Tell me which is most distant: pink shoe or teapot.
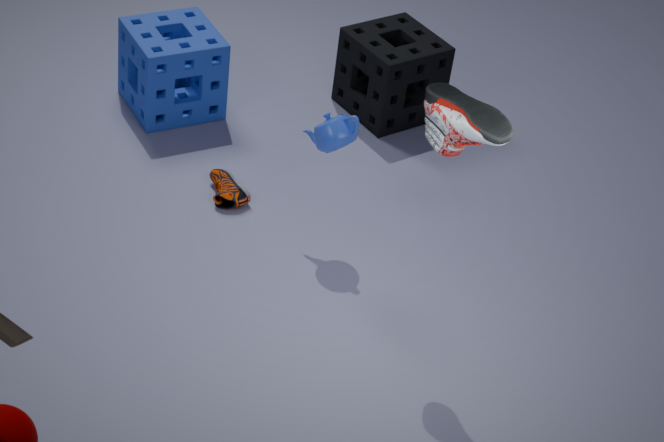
teapot
